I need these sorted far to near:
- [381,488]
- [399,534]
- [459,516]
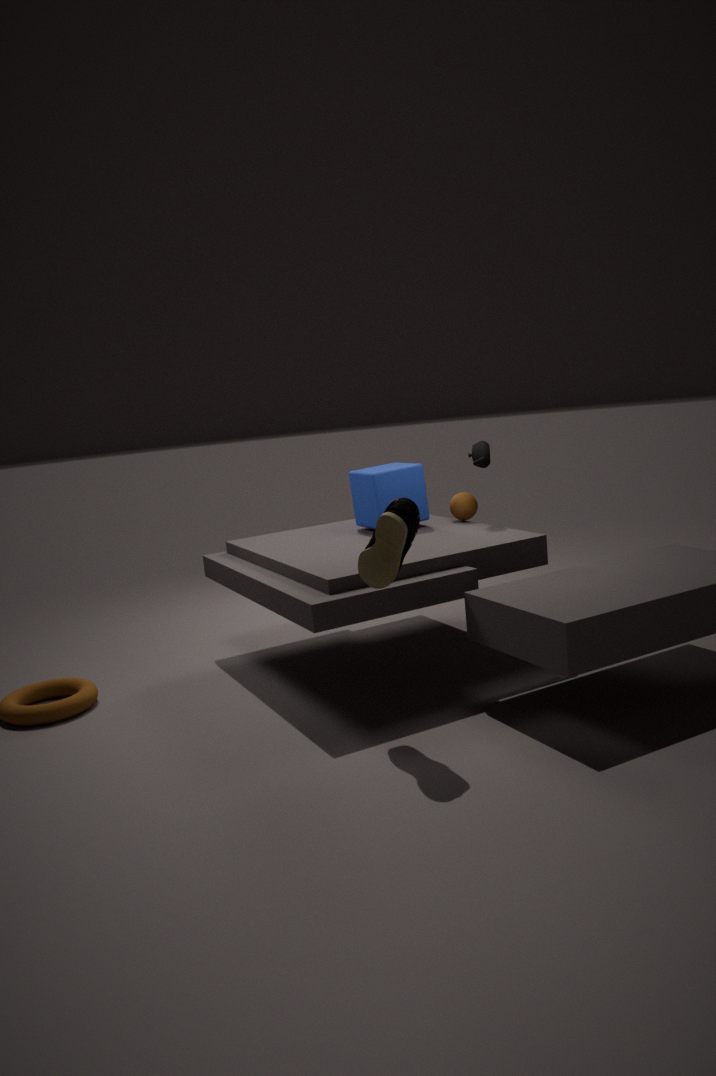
1. [459,516]
2. [381,488]
3. [399,534]
